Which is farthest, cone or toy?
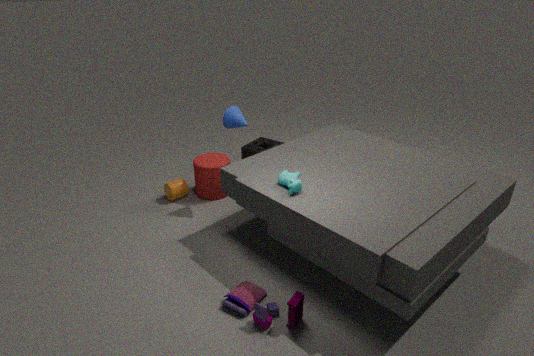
cone
